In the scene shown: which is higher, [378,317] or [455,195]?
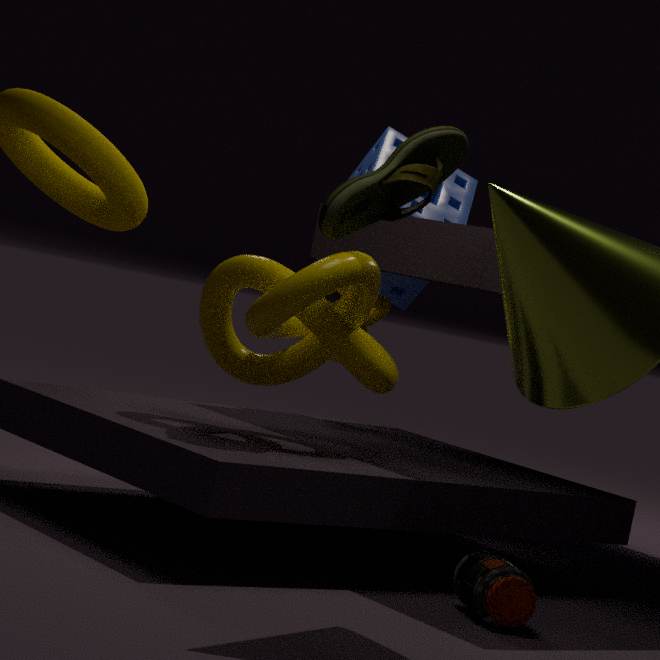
[455,195]
